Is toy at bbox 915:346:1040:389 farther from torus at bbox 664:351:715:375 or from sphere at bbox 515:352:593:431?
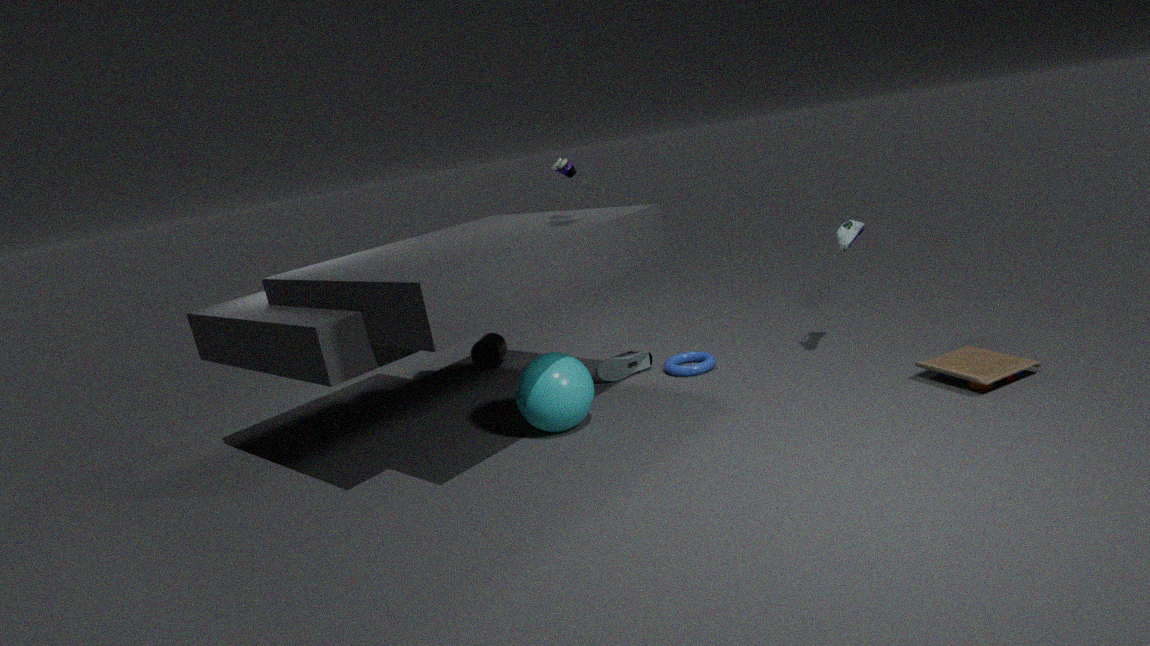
sphere at bbox 515:352:593:431
